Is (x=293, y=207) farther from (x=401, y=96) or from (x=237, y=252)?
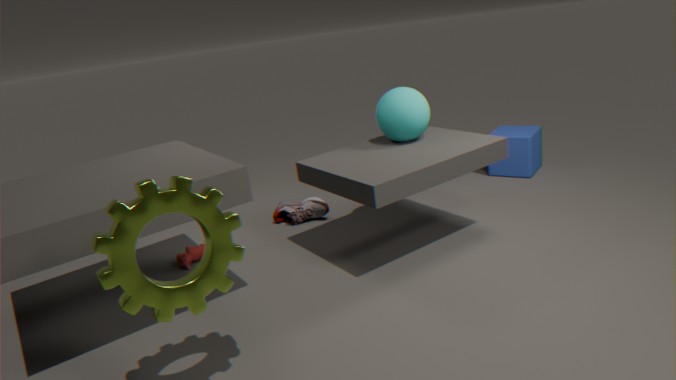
(x=237, y=252)
